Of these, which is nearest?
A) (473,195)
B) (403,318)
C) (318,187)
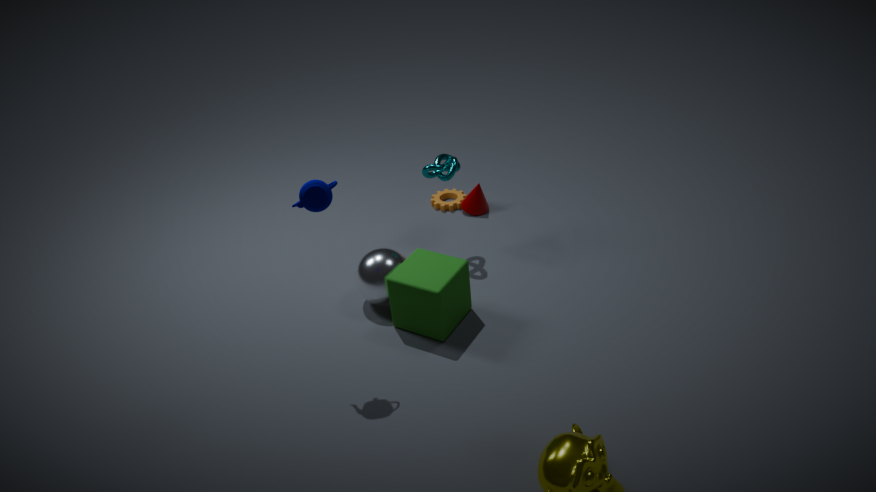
(318,187)
